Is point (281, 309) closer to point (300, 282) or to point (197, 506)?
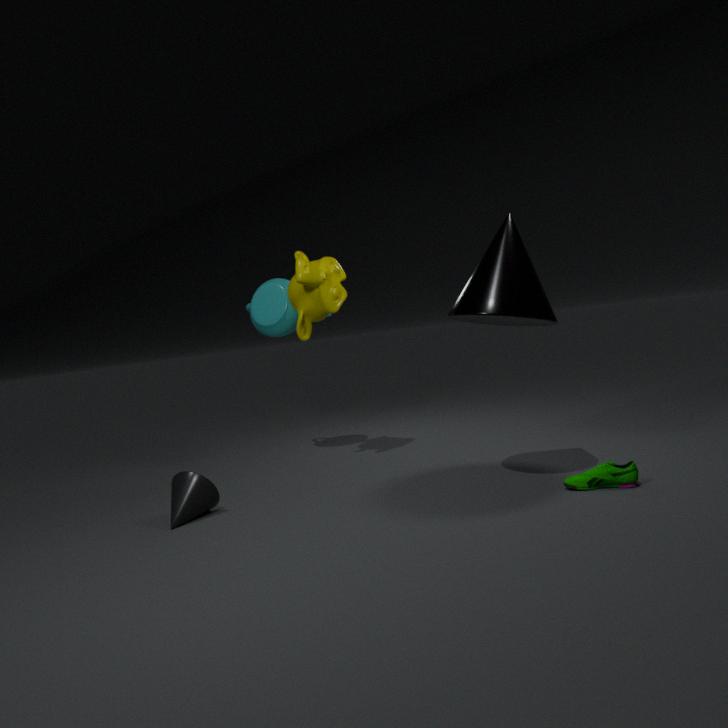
point (300, 282)
